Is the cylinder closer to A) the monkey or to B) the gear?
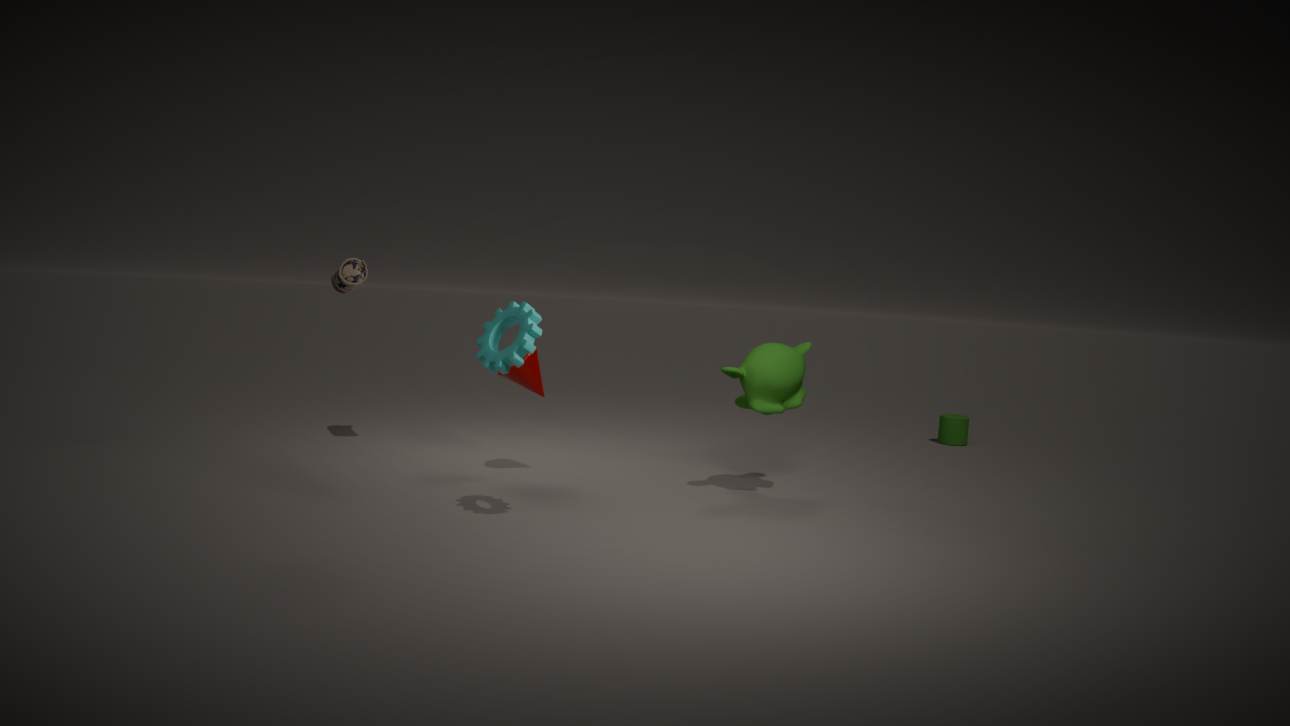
A) the monkey
